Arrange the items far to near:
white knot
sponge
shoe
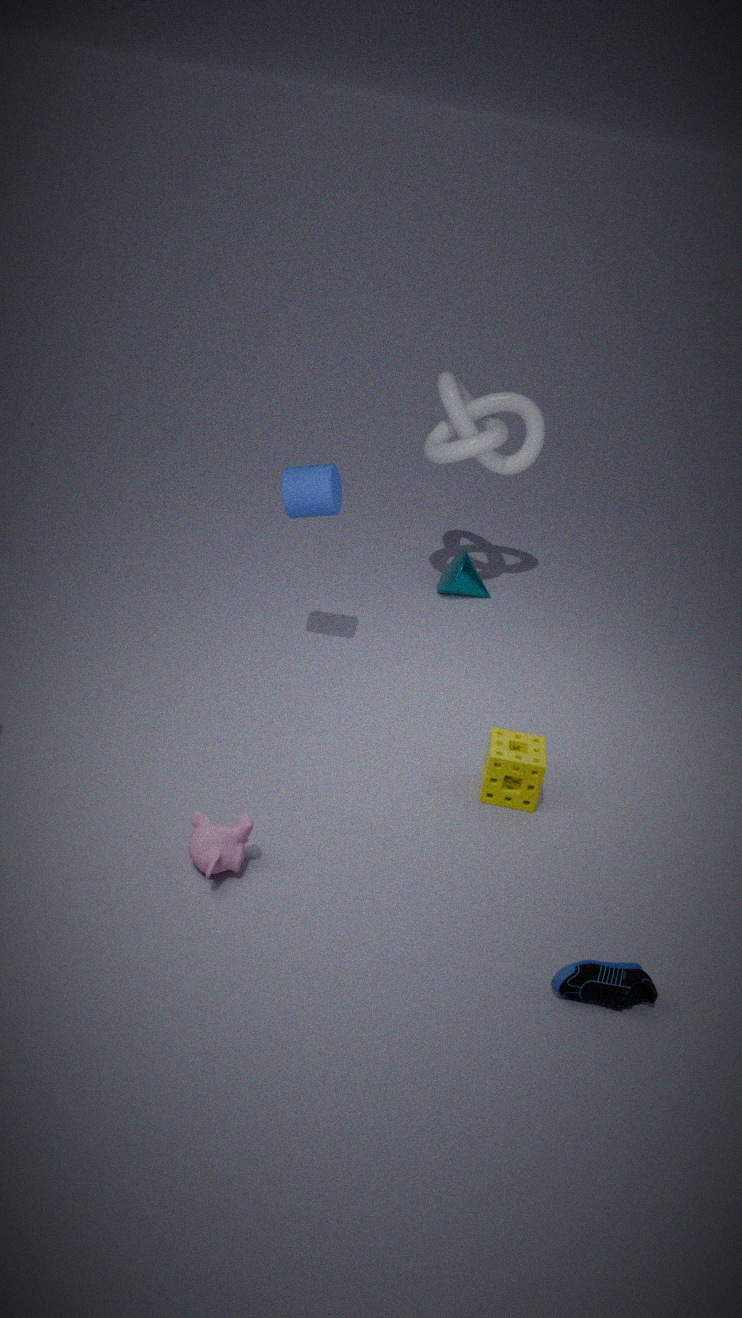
white knot < sponge < shoe
